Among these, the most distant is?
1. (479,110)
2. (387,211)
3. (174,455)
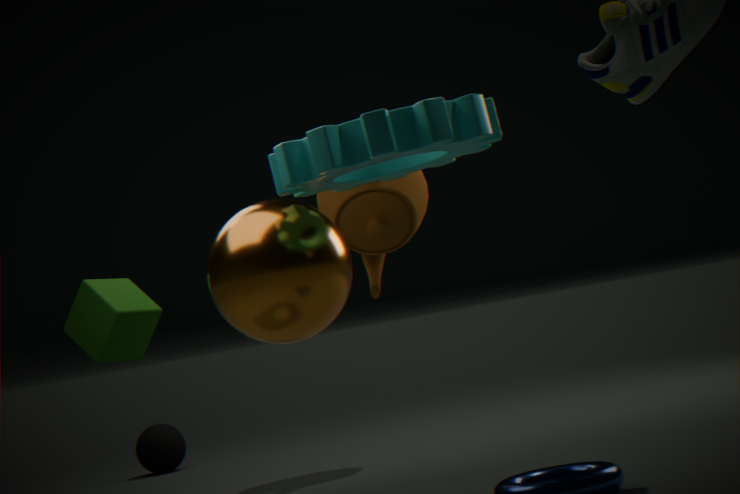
(174,455)
